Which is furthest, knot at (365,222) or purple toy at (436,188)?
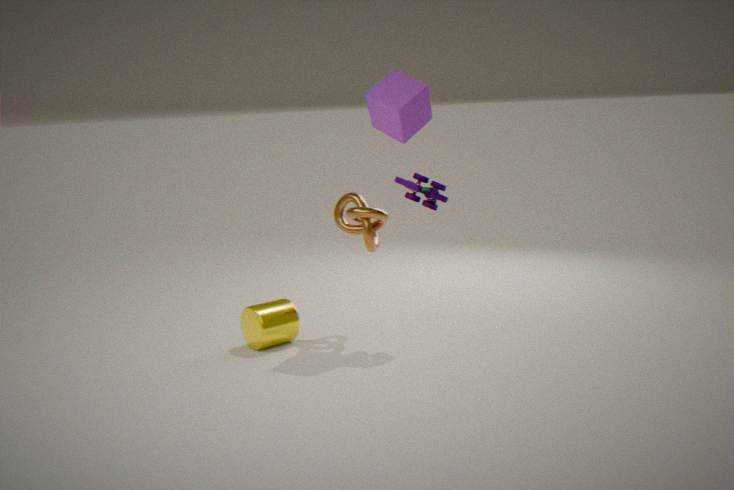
knot at (365,222)
